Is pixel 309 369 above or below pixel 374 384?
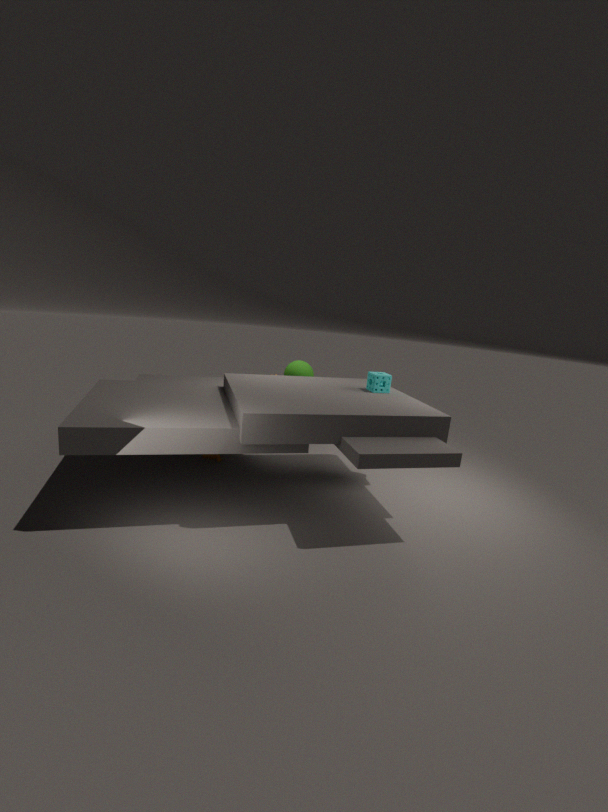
below
